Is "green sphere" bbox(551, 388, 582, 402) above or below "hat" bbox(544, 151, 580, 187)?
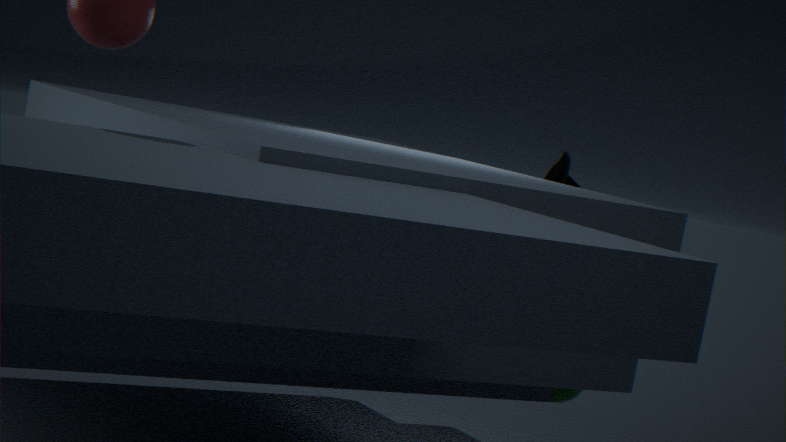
below
